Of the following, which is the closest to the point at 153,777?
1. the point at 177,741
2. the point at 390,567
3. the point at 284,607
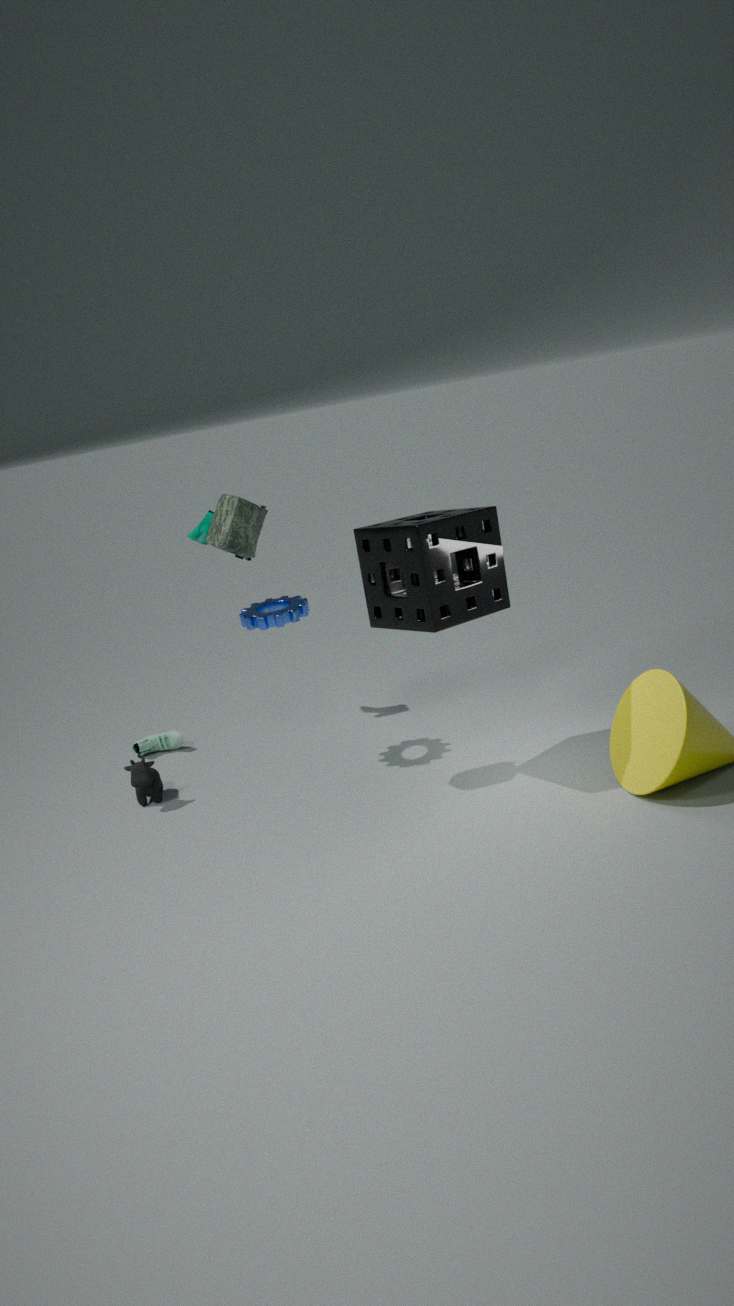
the point at 177,741
